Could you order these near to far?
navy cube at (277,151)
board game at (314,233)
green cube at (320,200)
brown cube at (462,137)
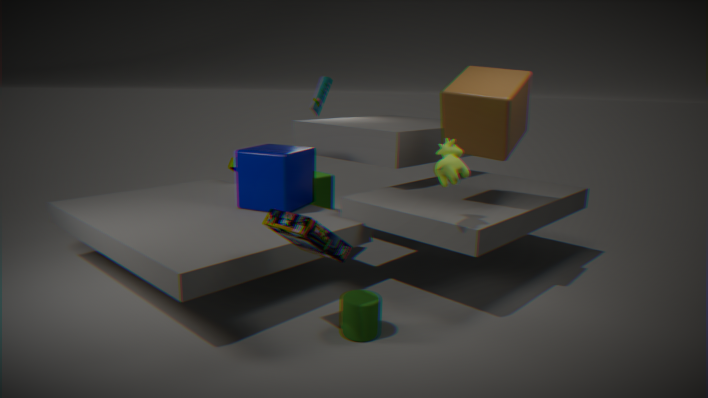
board game at (314,233) → brown cube at (462,137) → navy cube at (277,151) → green cube at (320,200)
